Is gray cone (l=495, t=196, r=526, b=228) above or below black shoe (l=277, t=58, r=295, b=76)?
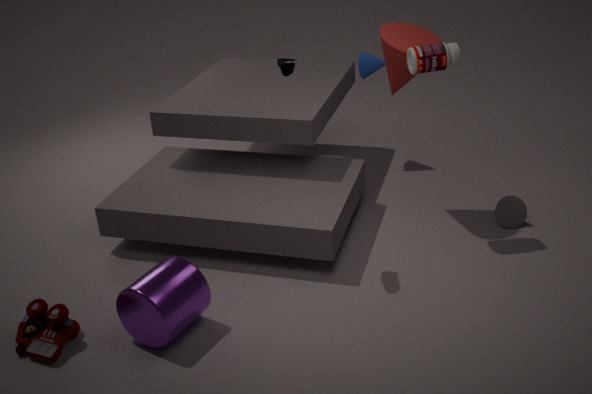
below
